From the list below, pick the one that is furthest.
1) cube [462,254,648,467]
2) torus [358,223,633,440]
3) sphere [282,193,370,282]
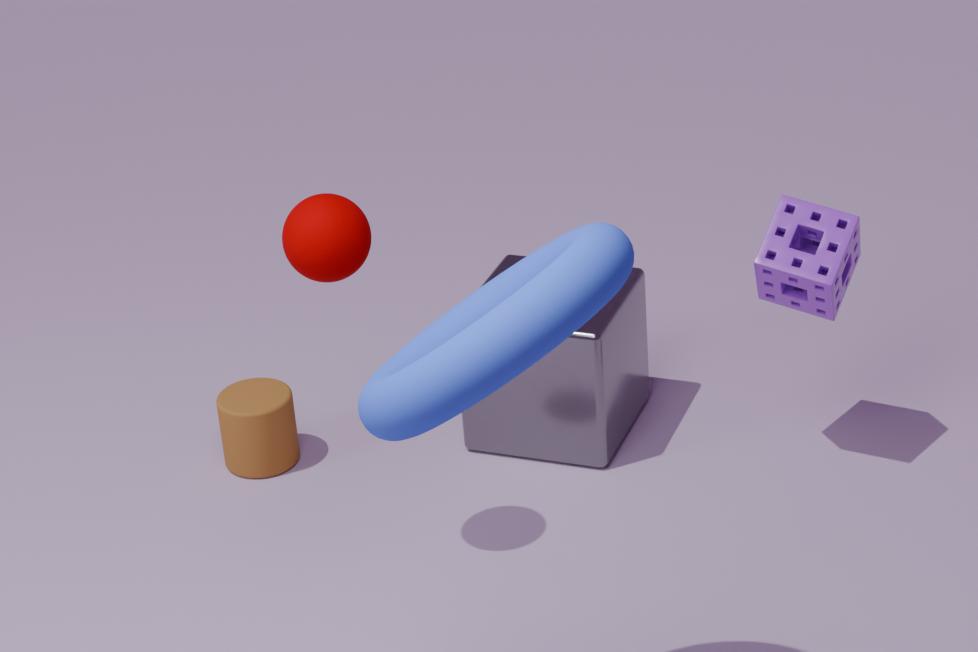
1. cube [462,254,648,467]
